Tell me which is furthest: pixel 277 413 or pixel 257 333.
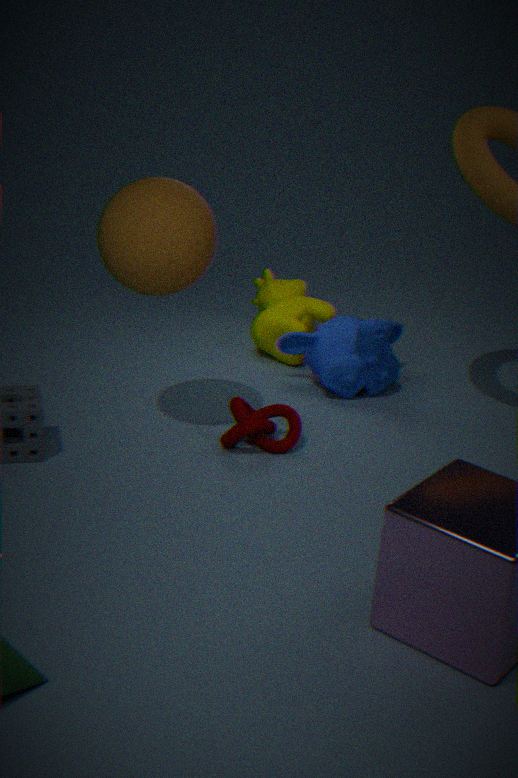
pixel 257 333
